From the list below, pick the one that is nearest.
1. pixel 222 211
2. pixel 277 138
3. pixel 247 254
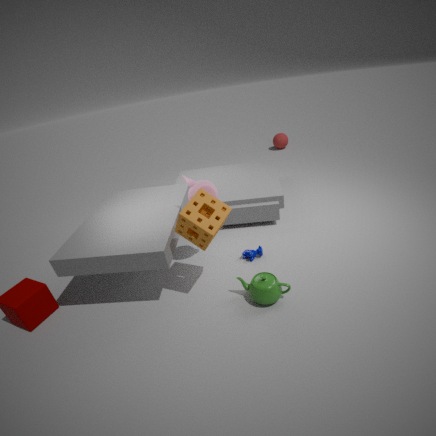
A: pixel 222 211
